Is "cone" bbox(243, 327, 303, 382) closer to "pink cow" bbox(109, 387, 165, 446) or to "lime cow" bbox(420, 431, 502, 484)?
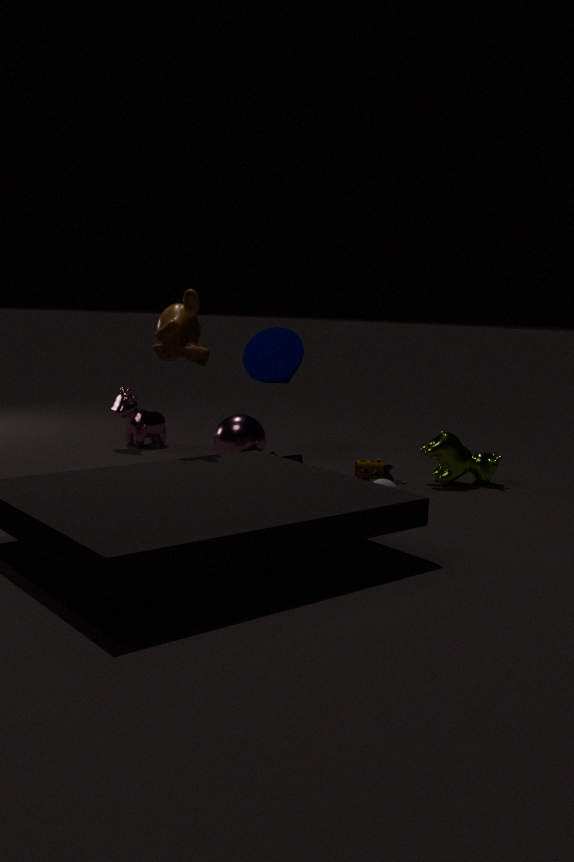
"pink cow" bbox(109, 387, 165, 446)
